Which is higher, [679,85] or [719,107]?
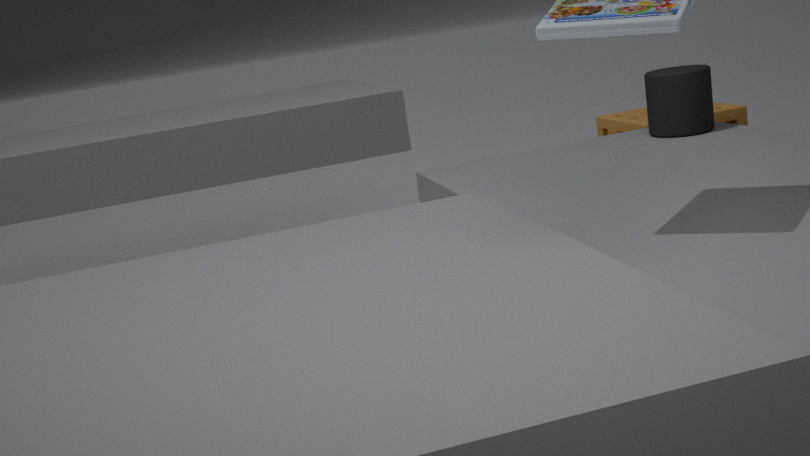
[679,85]
